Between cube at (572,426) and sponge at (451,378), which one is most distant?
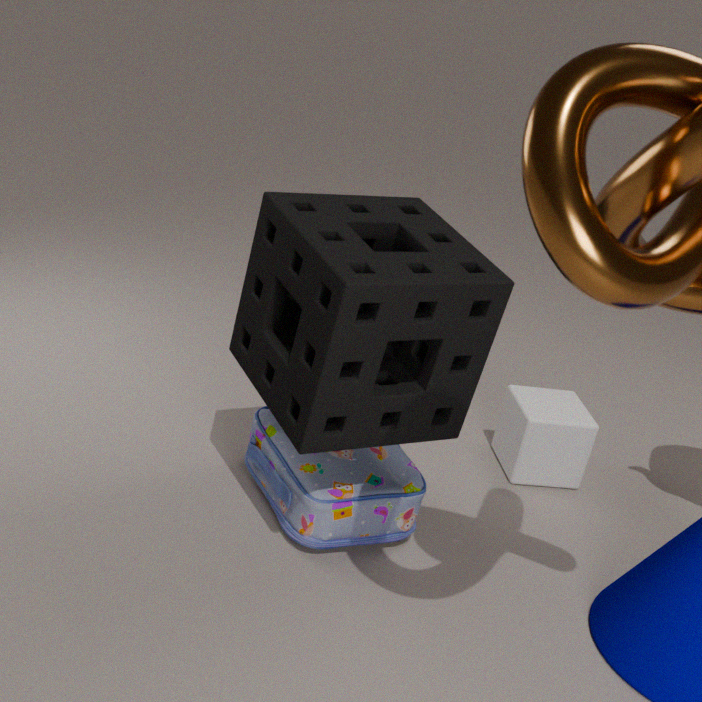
cube at (572,426)
